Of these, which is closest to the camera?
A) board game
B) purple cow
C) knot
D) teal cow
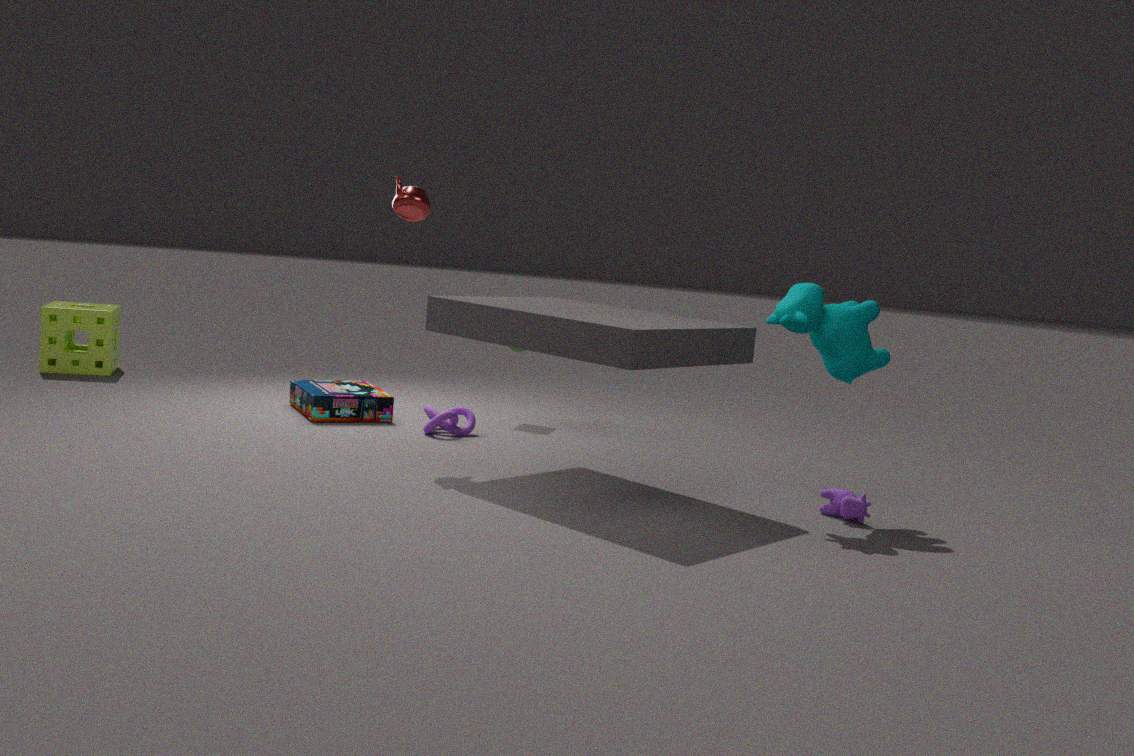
teal cow
